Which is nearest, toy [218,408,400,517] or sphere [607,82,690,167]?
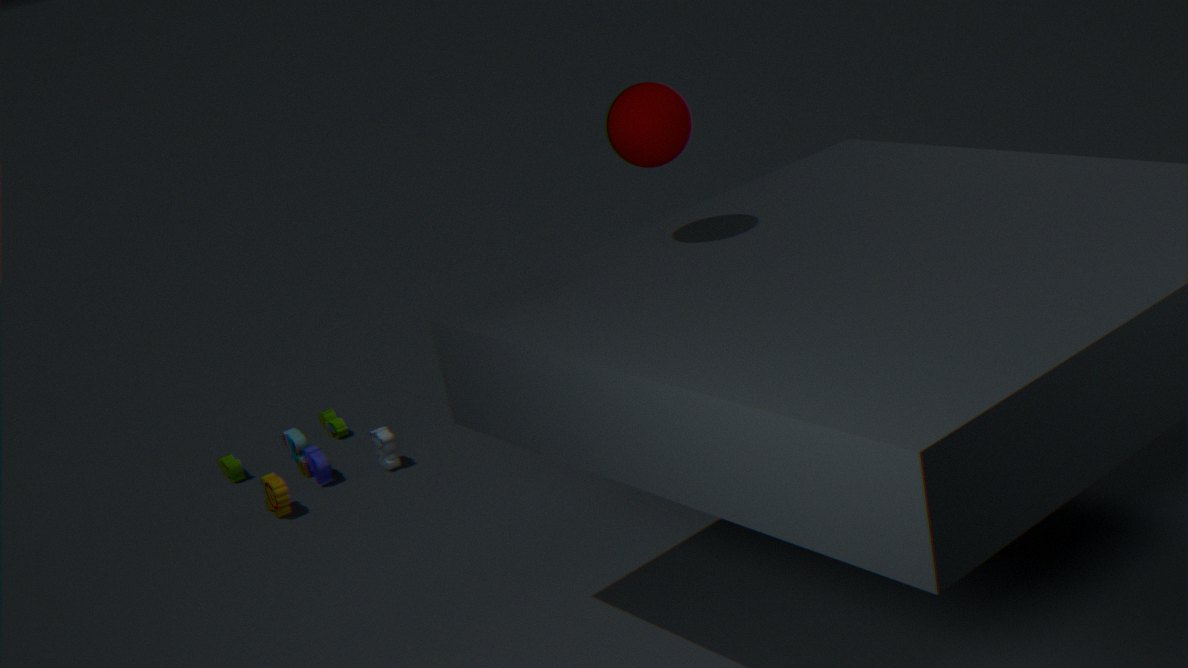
sphere [607,82,690,167]
